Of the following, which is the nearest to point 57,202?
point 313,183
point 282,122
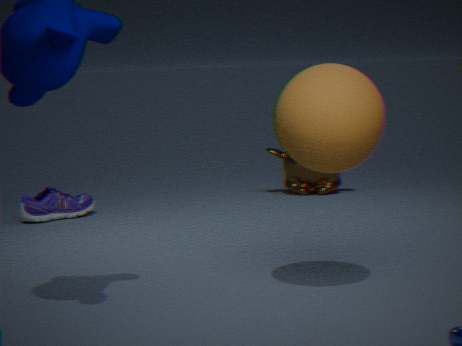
point 313,183
